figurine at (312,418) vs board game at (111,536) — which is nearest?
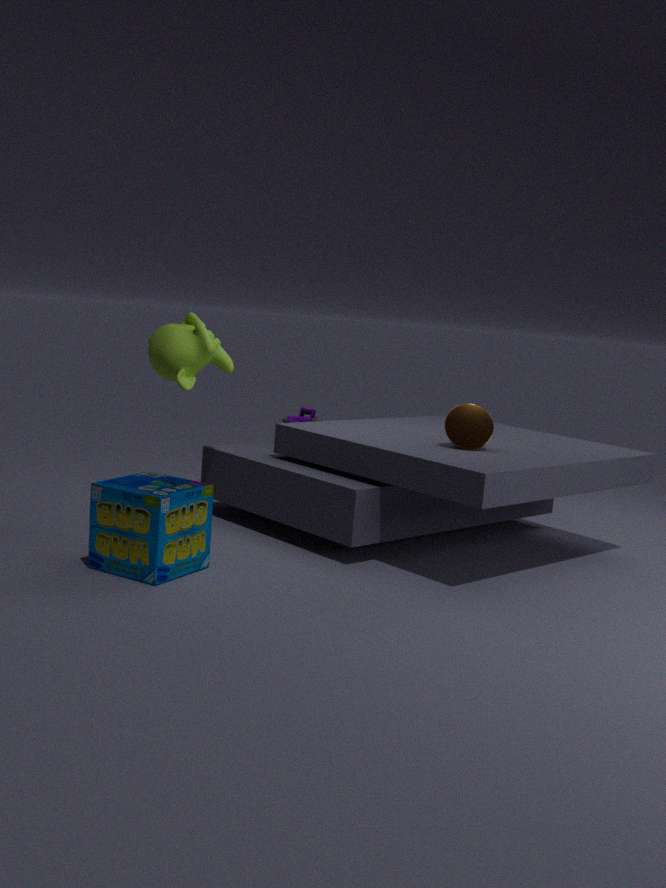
board game at (111,536)
